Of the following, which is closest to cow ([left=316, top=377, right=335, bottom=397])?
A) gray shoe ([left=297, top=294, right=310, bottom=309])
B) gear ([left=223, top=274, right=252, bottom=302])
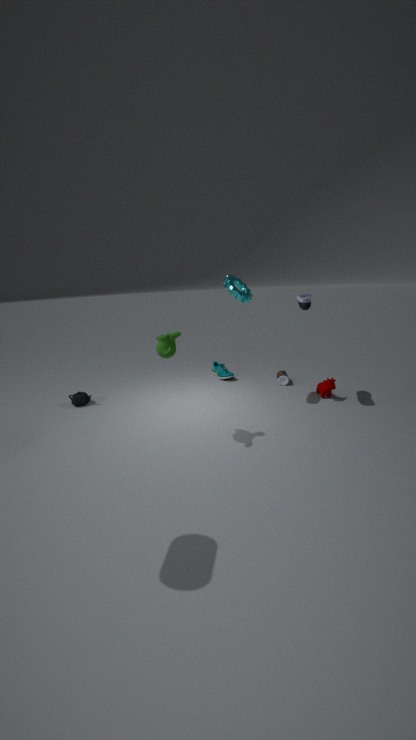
gray shoe ([left=297, top=294, right=310, bottom=309])
